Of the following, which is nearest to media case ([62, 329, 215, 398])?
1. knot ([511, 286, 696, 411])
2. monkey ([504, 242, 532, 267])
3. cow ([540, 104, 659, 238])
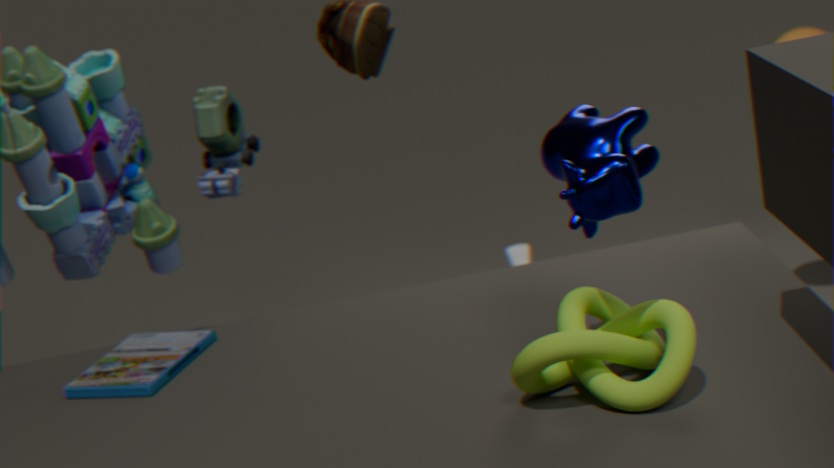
knot ([511, 286, 696, 411])
